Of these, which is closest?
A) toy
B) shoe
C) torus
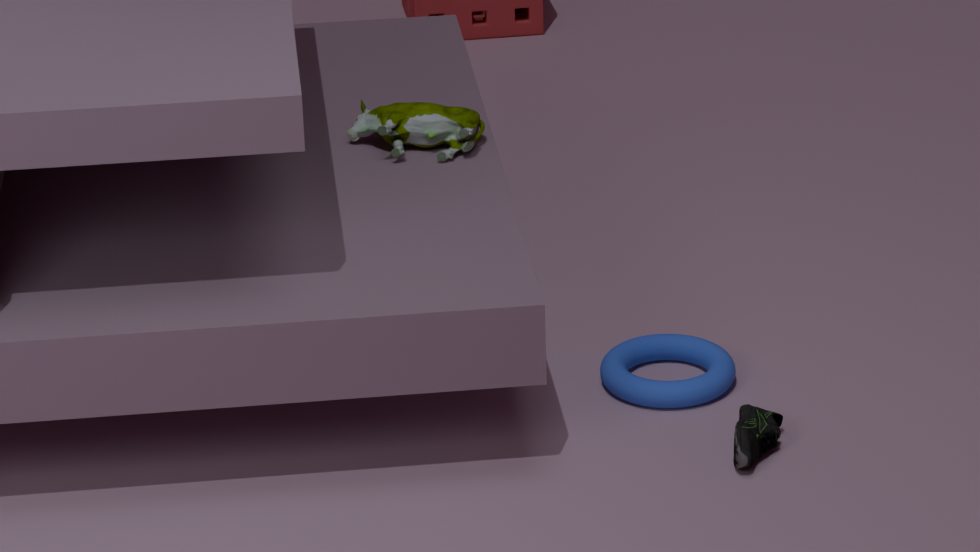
shoe
